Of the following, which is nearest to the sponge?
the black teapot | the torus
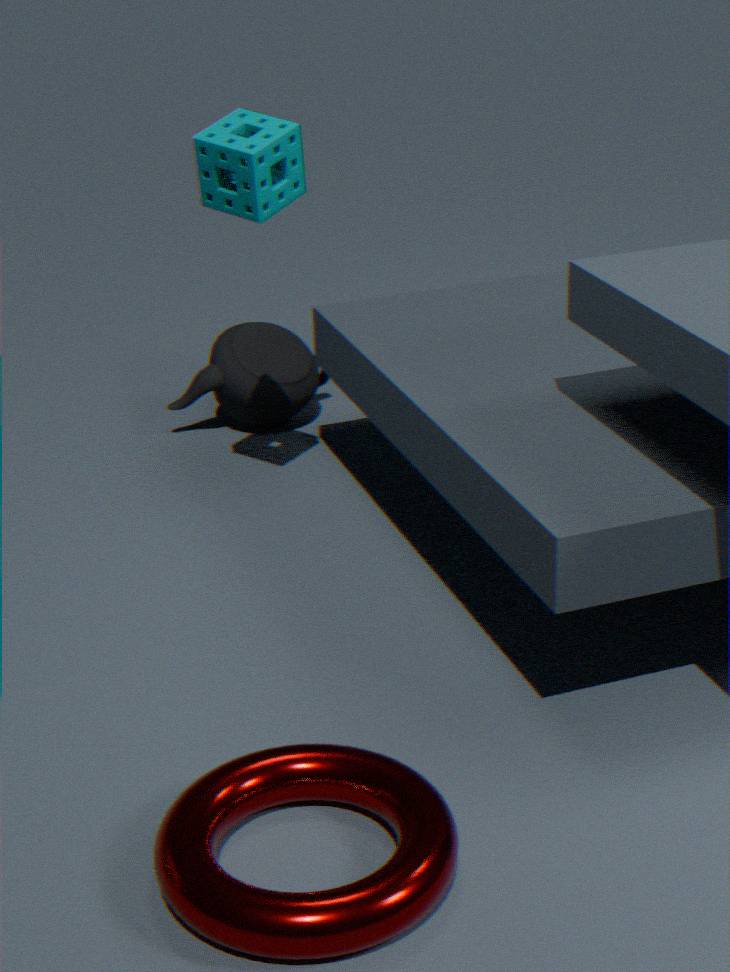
the black teapot
